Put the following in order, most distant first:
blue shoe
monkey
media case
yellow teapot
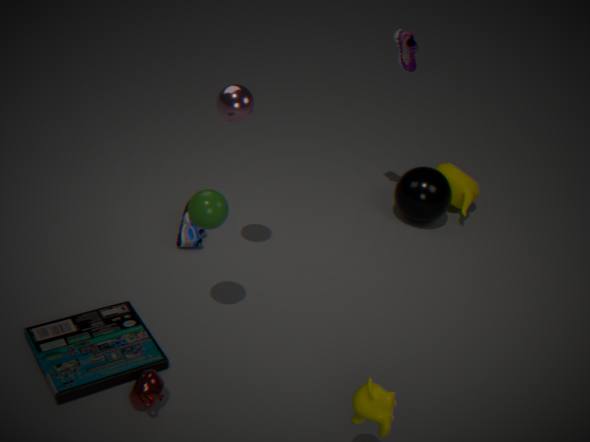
yellow teapot
blue shoe
media case
monkey
